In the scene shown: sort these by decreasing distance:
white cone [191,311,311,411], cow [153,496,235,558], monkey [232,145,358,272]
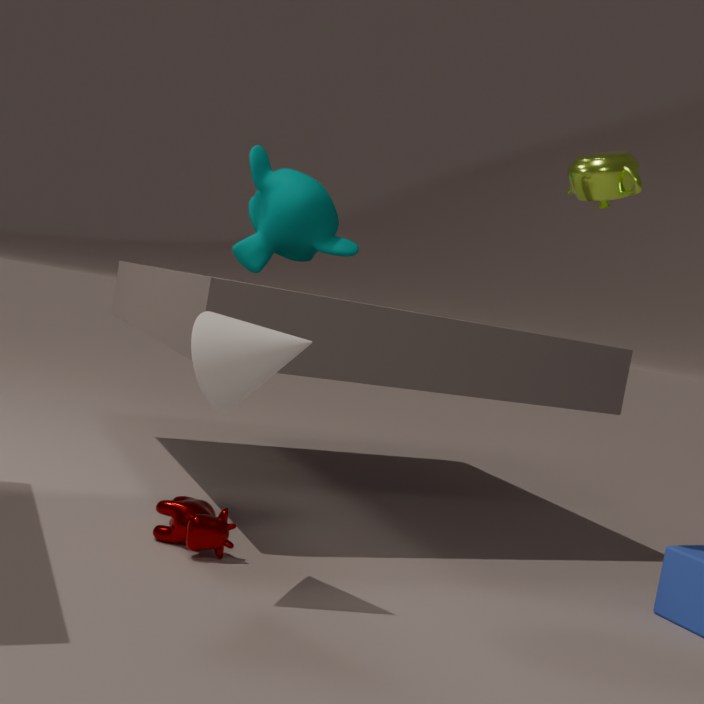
monkey [232,145,358,272] → cow [153,496,235,558] → white cone [191,311,311,411]
